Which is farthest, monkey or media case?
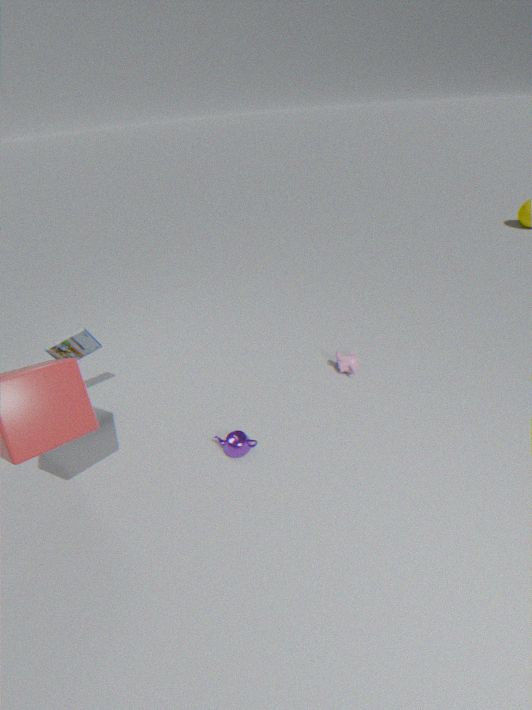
monkey
